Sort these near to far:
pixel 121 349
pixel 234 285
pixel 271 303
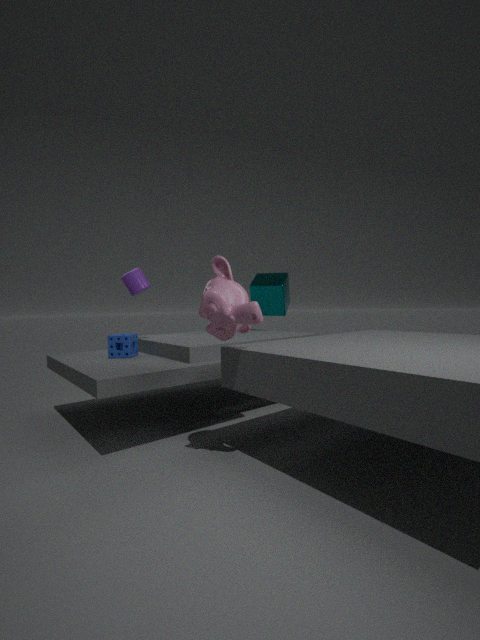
1. pixel 234 285
2. pixel 121 349
3. pixel 271 303
